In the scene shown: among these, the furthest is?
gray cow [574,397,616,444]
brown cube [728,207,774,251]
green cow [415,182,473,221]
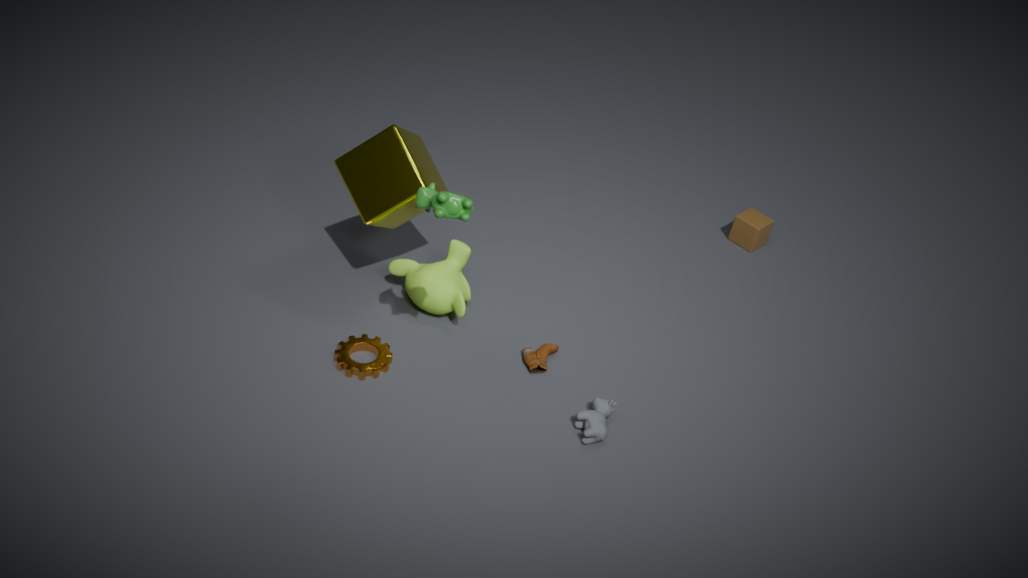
brown cube [728,207,774,251]
